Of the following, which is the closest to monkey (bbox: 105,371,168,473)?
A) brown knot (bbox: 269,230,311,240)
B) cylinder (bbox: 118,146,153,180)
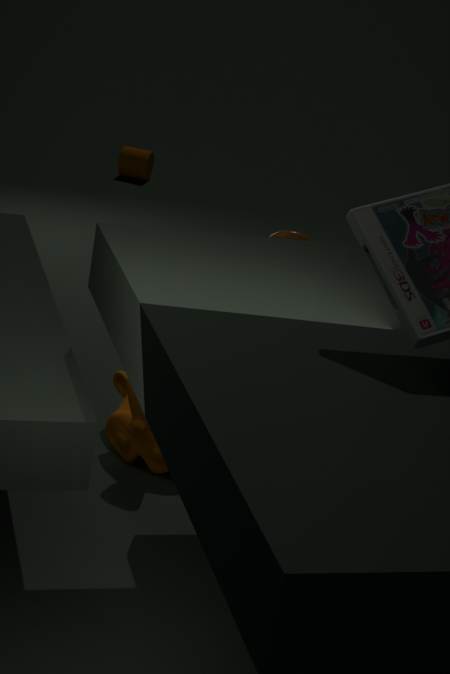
brown knot (bbox: 269,230,311,240)
